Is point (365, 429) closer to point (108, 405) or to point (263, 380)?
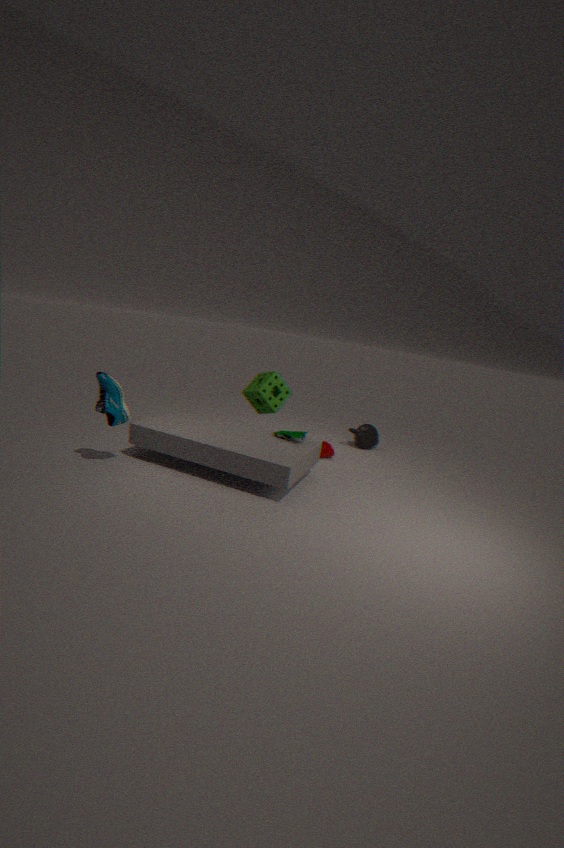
point (263, 380)
